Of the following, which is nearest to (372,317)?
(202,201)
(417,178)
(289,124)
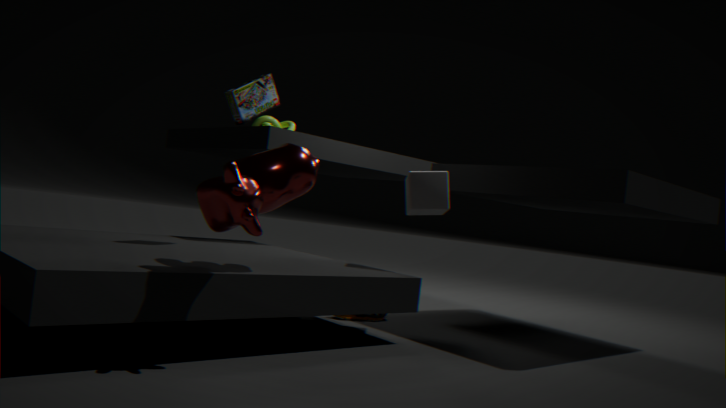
(417,178)
